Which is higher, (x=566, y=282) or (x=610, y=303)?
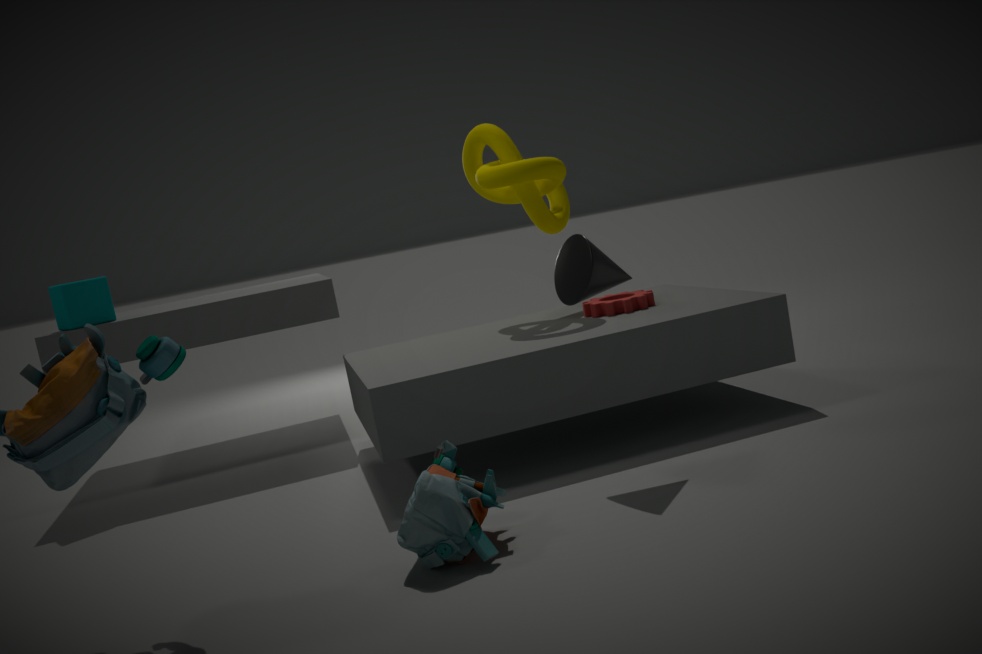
(x=566, y=282)
